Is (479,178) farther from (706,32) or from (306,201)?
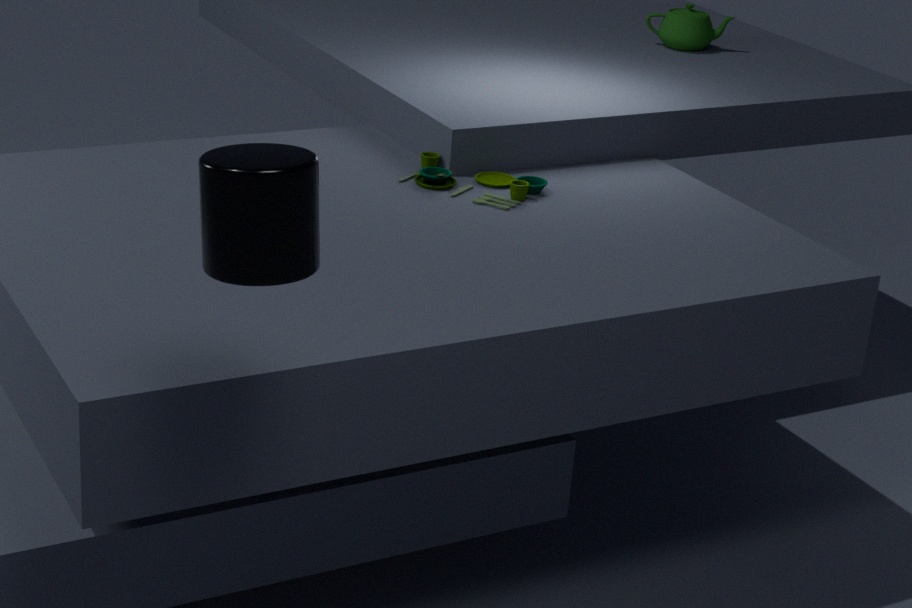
(306,201)
